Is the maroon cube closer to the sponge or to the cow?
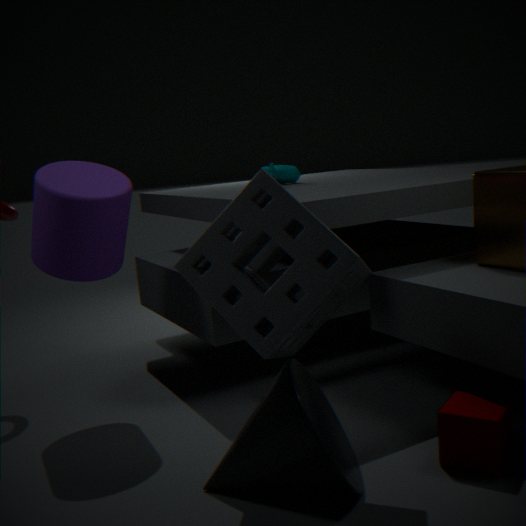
the sponge
